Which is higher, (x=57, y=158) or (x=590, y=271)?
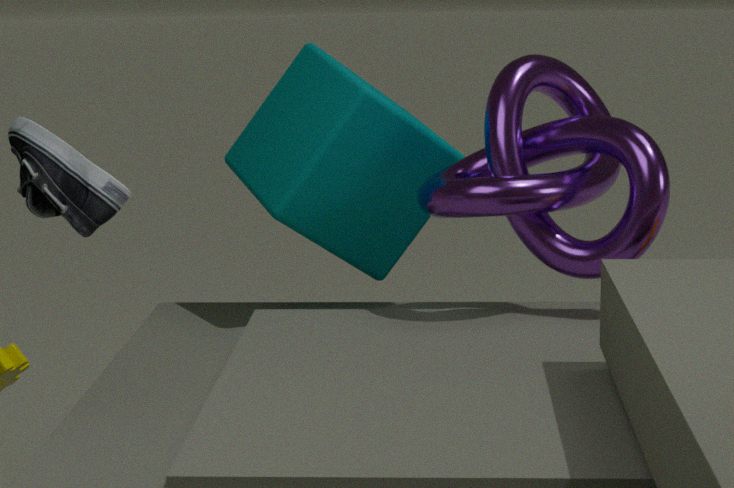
(x=57, y=158)
